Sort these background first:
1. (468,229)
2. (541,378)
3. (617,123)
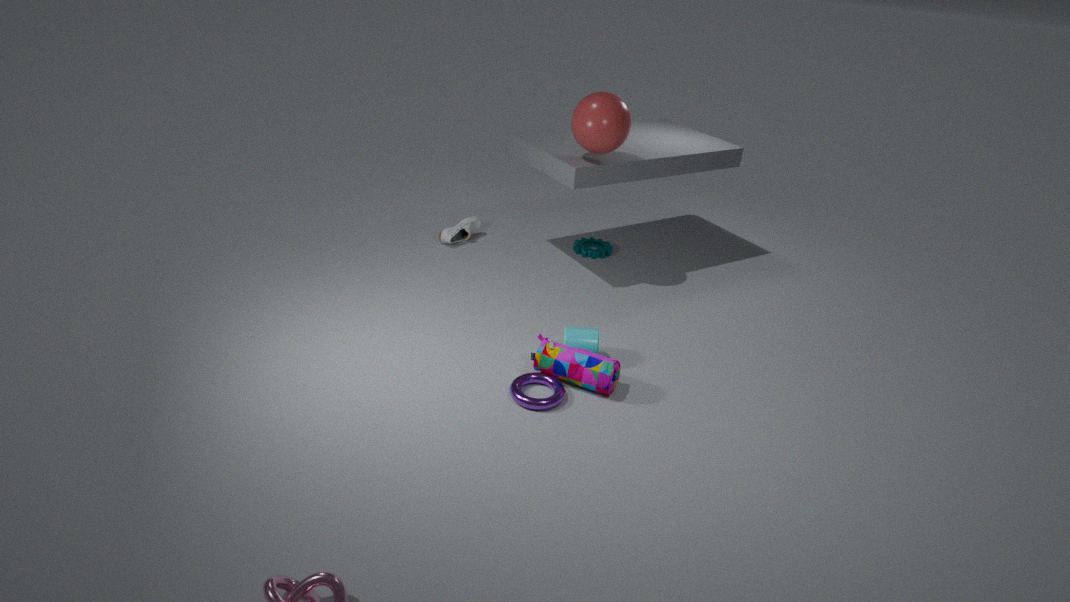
1. (468,229)
2. (617,123)
3. (541,378)
